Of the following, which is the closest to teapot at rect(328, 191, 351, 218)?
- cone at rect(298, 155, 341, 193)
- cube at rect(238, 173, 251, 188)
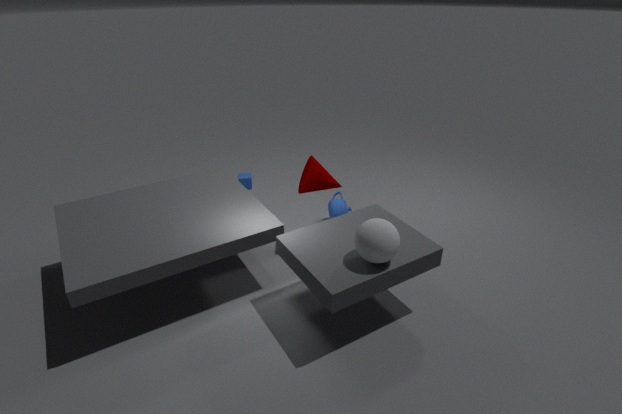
cone at rect(298, 155, 341, 193)
